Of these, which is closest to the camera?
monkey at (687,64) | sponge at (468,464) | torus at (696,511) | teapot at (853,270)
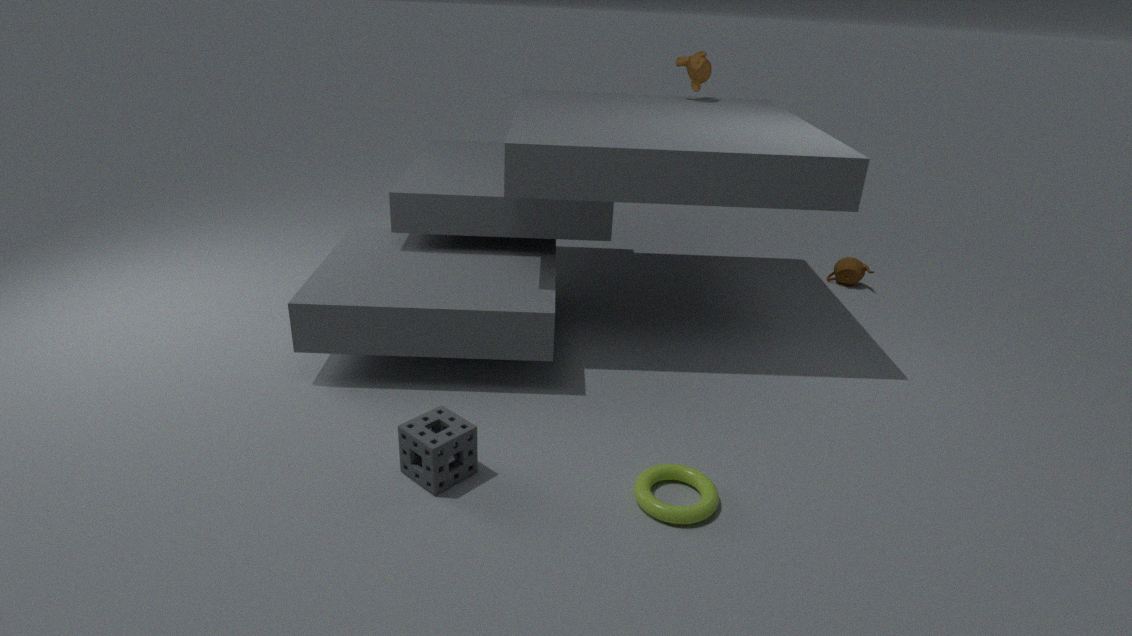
torus at (696,511)
